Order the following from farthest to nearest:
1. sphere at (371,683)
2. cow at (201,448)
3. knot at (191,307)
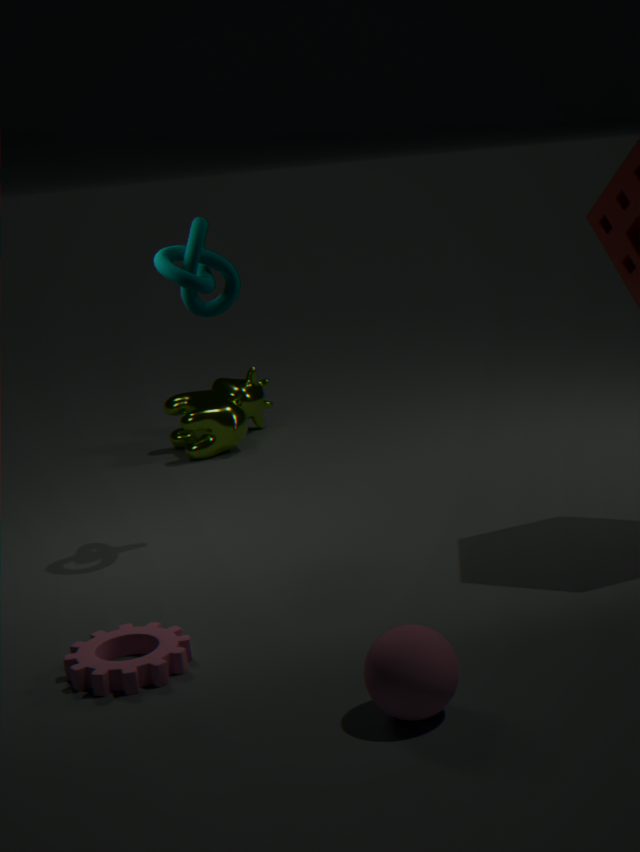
cow at (201,448)
knot at (191,307)
sphere at (371,683)
